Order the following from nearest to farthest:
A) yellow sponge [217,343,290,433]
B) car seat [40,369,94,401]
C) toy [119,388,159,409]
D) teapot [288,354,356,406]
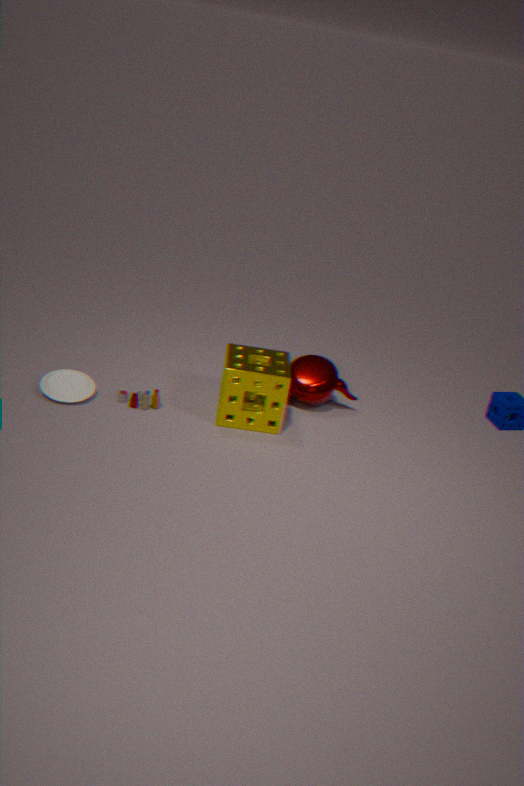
yellow sponge [217,343,290,433], car seat [40,369,94,401], toy [119,388,159,409], teapot [288,354,356,406]
